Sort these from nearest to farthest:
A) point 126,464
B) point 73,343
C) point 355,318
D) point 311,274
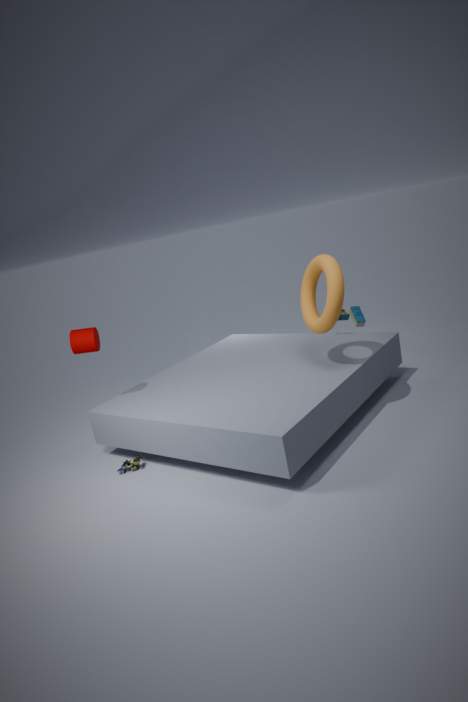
point 126,464, point 311,274, point 73,343, point 355,318
